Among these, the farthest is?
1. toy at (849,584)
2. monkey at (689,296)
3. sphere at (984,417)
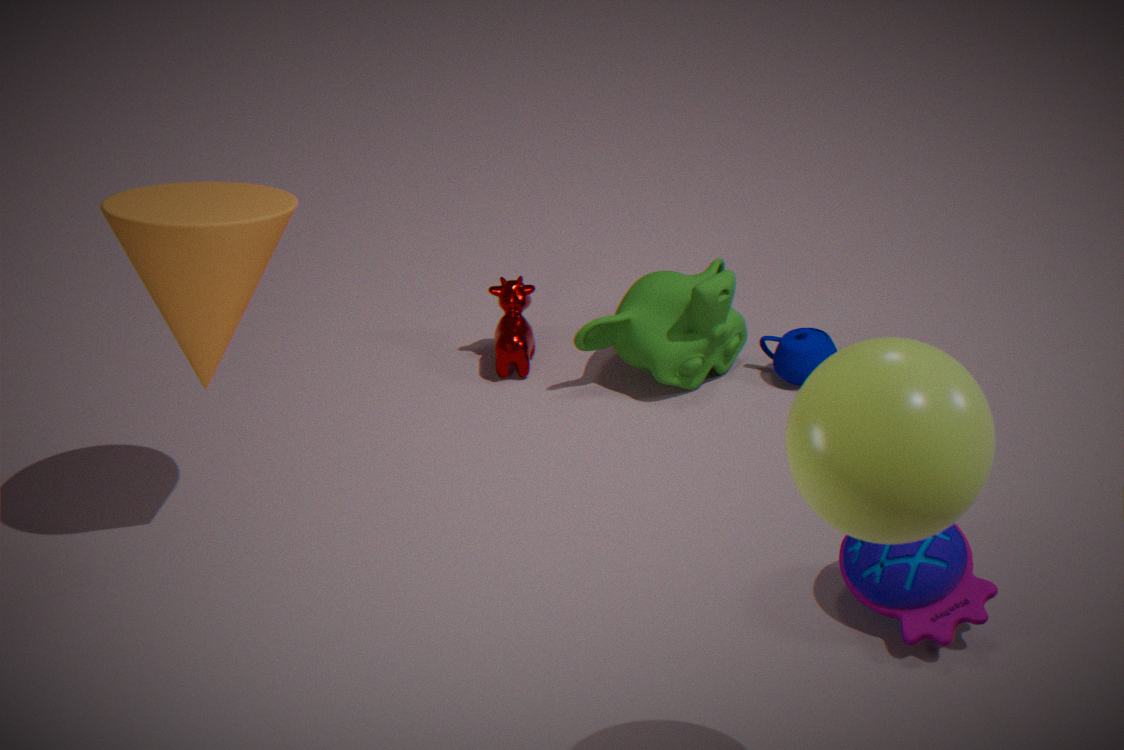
monkey at (689,296)
